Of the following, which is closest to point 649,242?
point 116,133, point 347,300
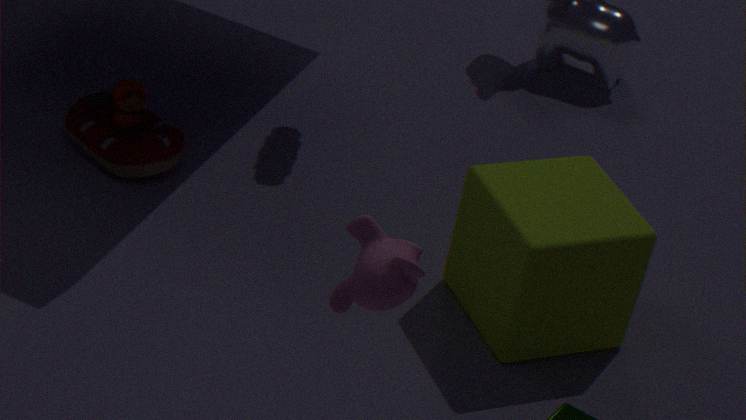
point 347,300
